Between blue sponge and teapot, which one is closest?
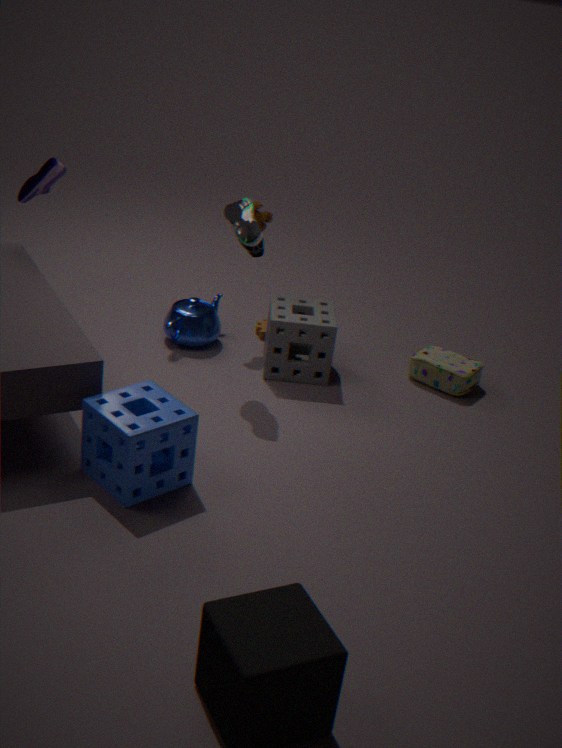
blue sponge
